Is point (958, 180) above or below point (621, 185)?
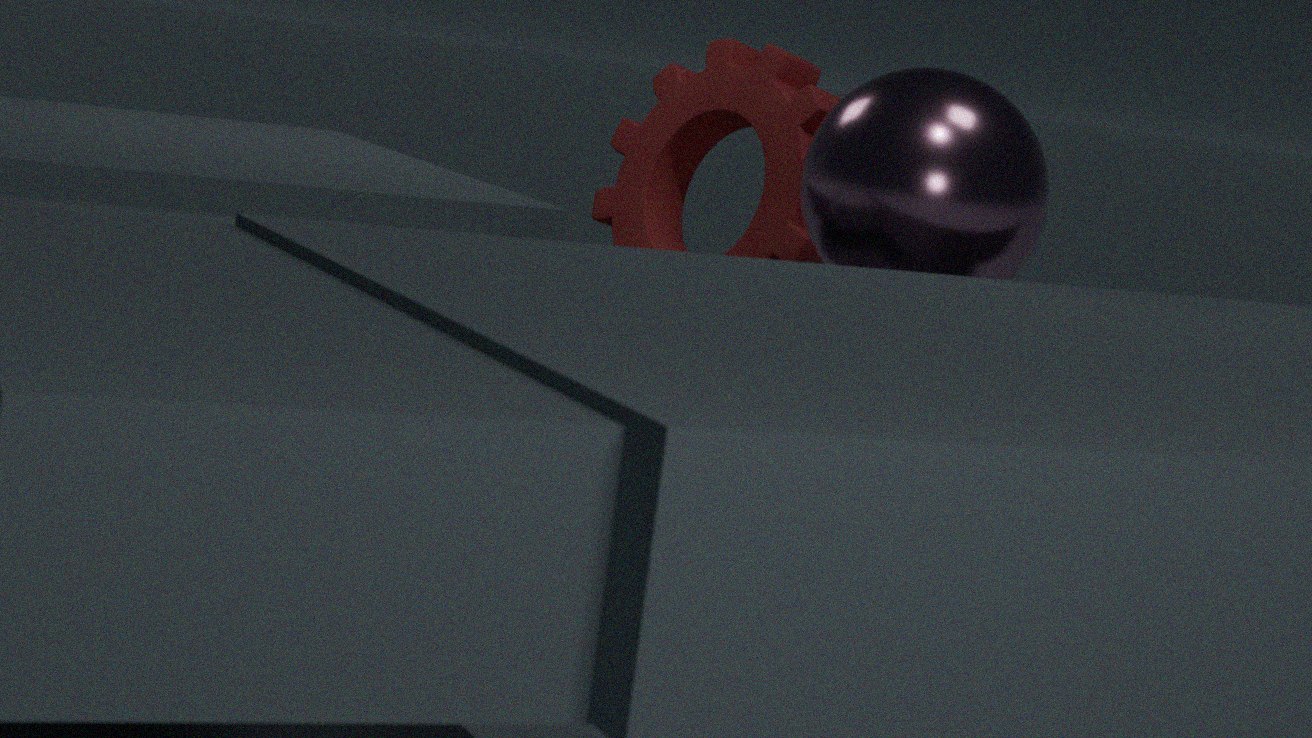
above
